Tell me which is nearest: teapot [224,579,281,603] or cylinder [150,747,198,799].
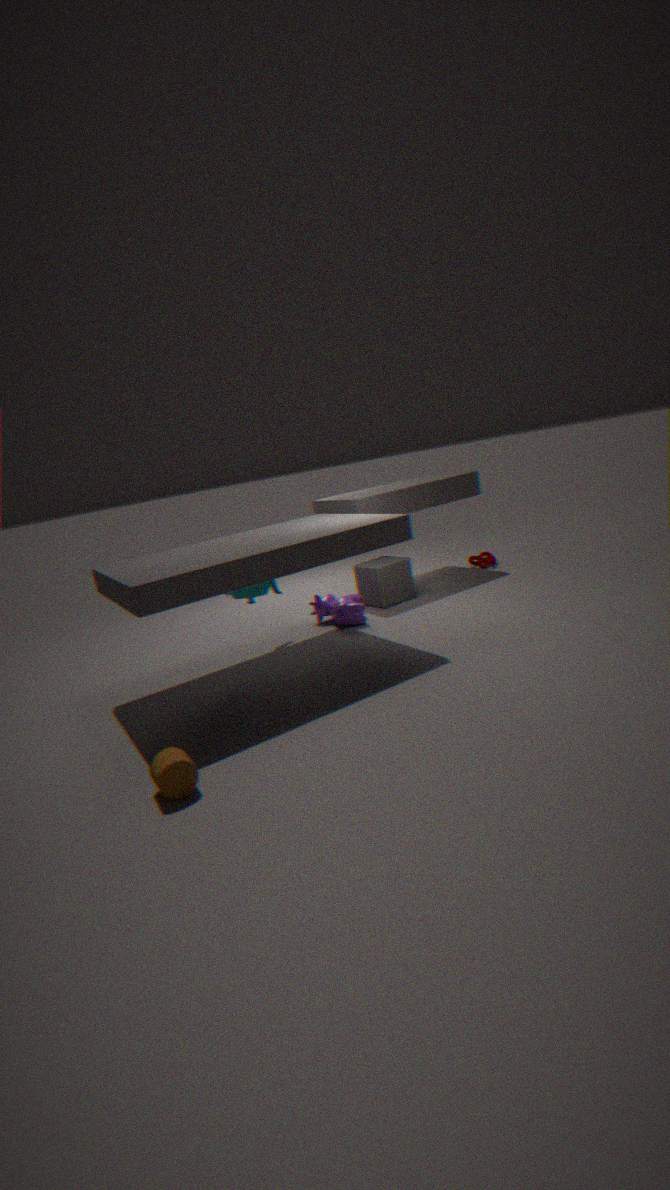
cylinder [150,747,198,799]
